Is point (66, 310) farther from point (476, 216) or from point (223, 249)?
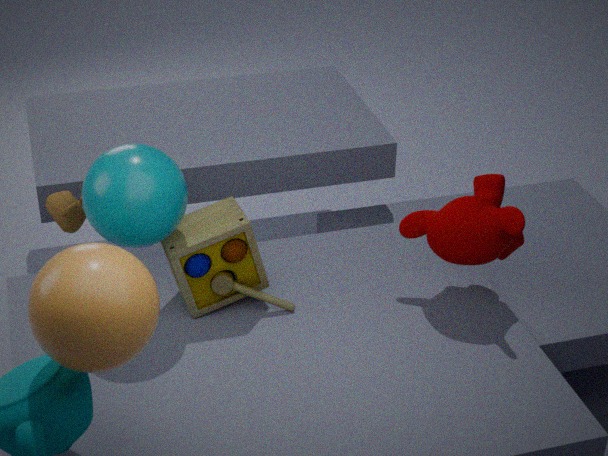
point (476, 216)
